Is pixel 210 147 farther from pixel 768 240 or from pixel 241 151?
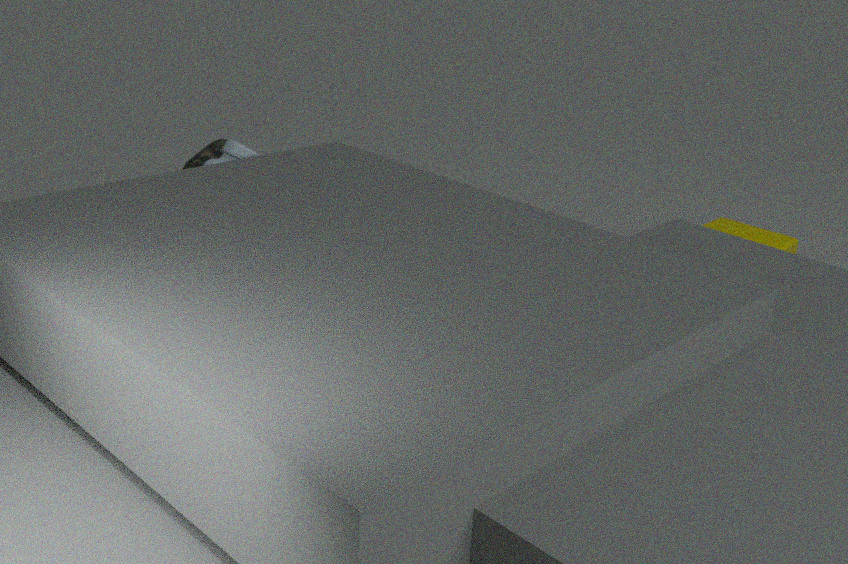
pixel 768 240
